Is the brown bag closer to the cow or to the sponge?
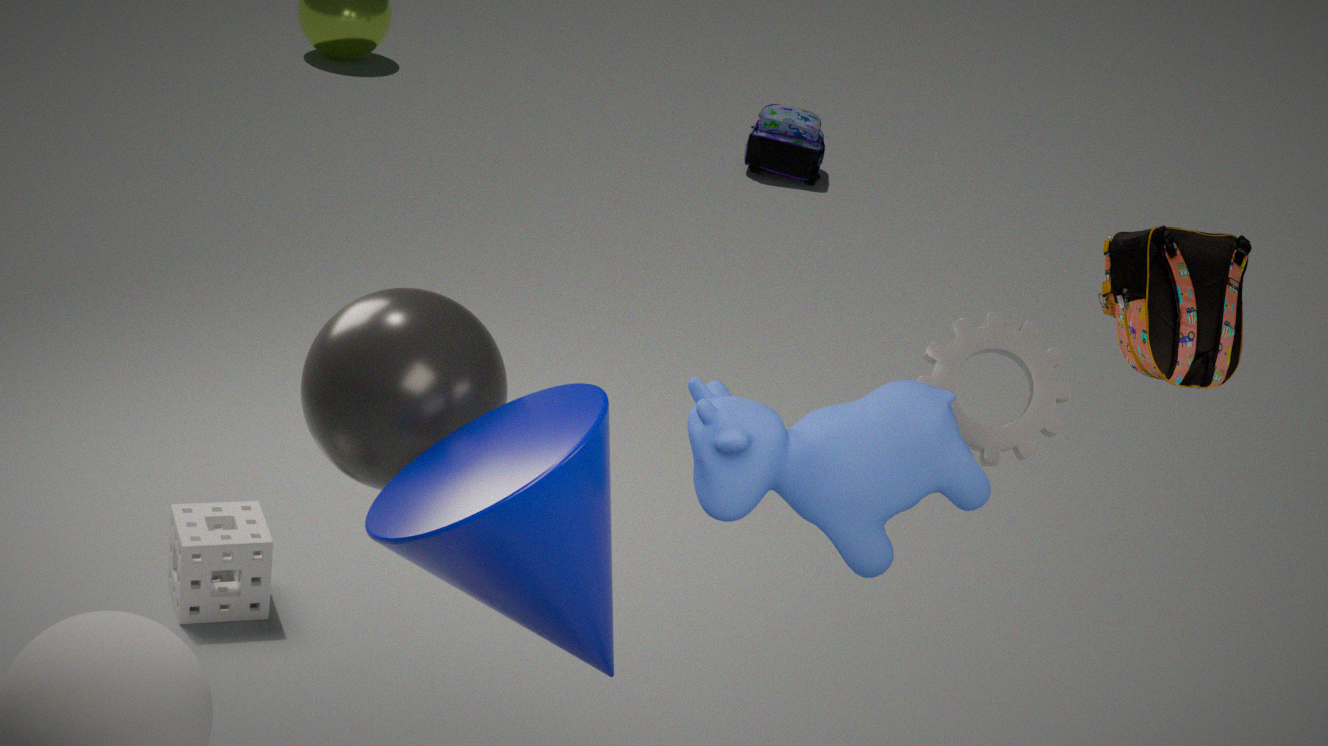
the cow
